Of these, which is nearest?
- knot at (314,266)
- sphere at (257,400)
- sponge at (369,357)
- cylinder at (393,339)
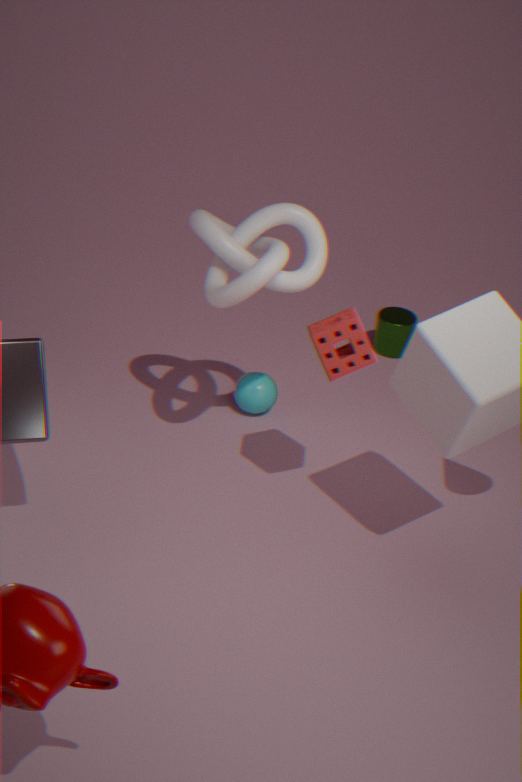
sponge at (369,357)
